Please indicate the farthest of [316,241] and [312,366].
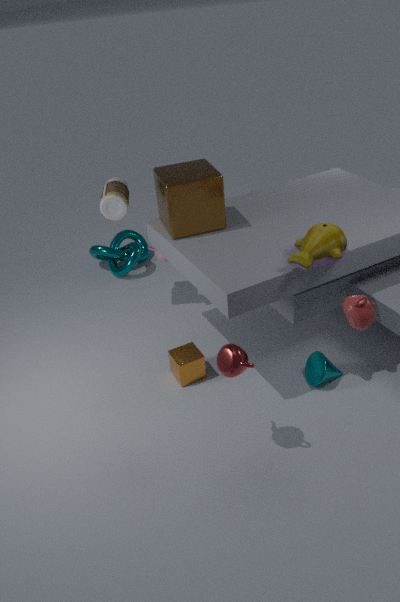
[312,366]
